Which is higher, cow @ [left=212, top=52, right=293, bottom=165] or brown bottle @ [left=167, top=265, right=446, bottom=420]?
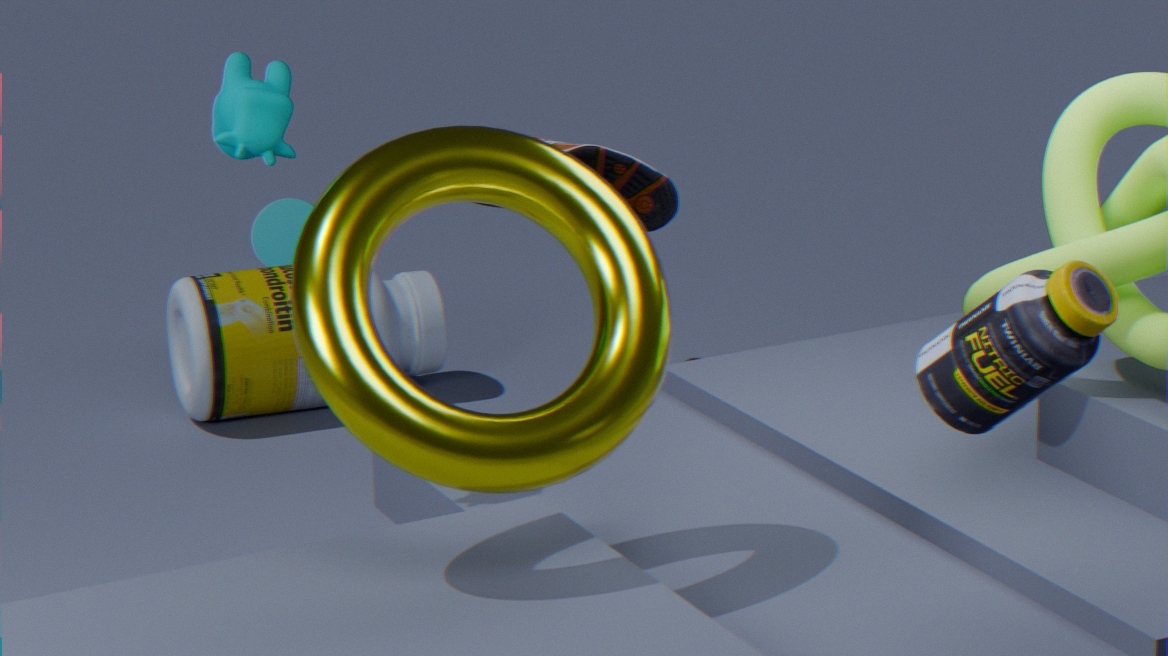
cow @ [left=212, top=52, right=293, bottom=165]
